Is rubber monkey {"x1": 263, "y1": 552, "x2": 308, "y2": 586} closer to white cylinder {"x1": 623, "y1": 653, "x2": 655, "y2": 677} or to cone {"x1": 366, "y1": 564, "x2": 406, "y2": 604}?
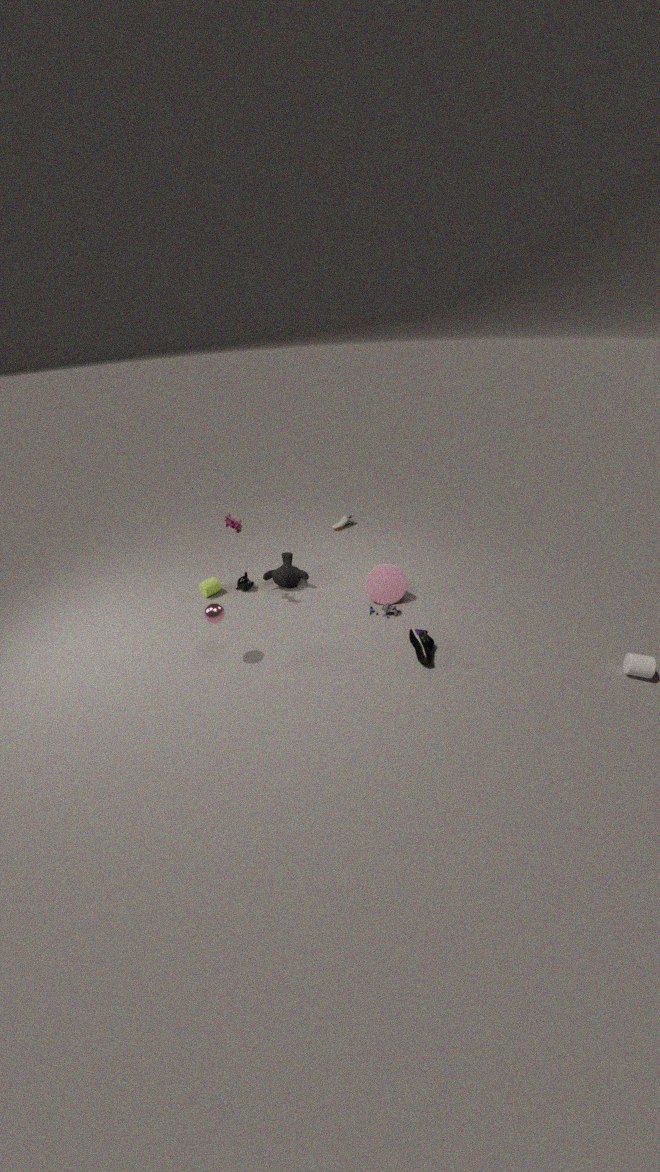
cone {"x1": 366, "y1": 564, "x2": 406, "y2": 604}
